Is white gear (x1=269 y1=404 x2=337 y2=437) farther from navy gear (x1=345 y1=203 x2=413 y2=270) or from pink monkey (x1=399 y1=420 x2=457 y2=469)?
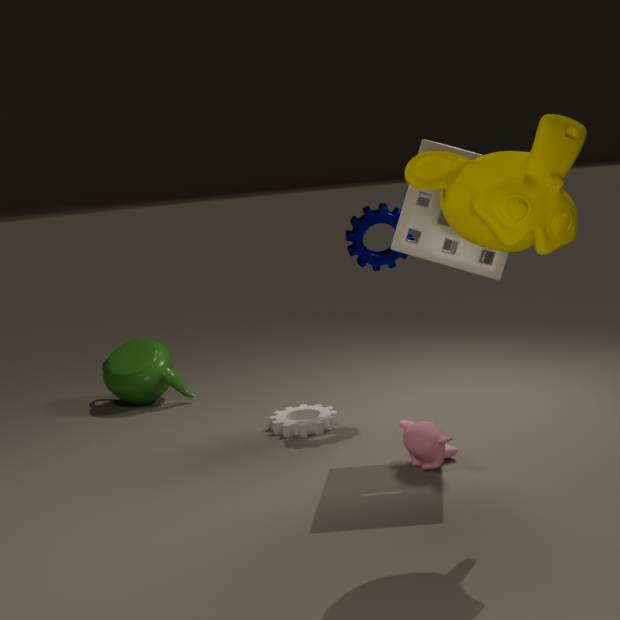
navy gear (x1=345 y1=203 x2=413 y2=270)
